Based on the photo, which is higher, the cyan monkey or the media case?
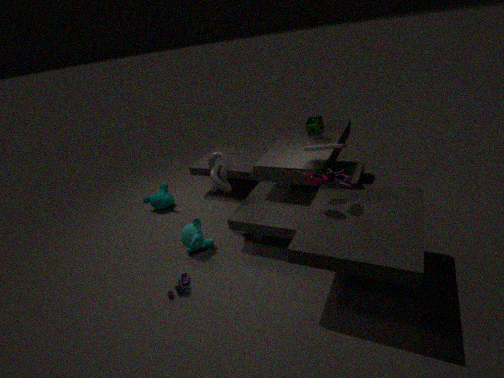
the media case
